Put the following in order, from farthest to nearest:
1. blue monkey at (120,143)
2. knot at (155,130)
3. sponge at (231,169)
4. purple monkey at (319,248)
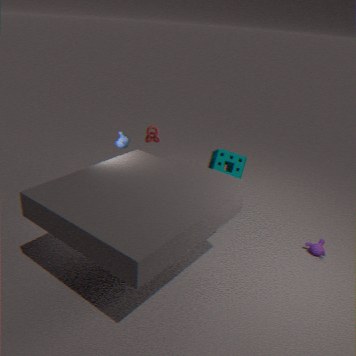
knot at (155,130)
sponge at (231,169)
blue monkey at (120,143)
purple monkey at (319,248)
